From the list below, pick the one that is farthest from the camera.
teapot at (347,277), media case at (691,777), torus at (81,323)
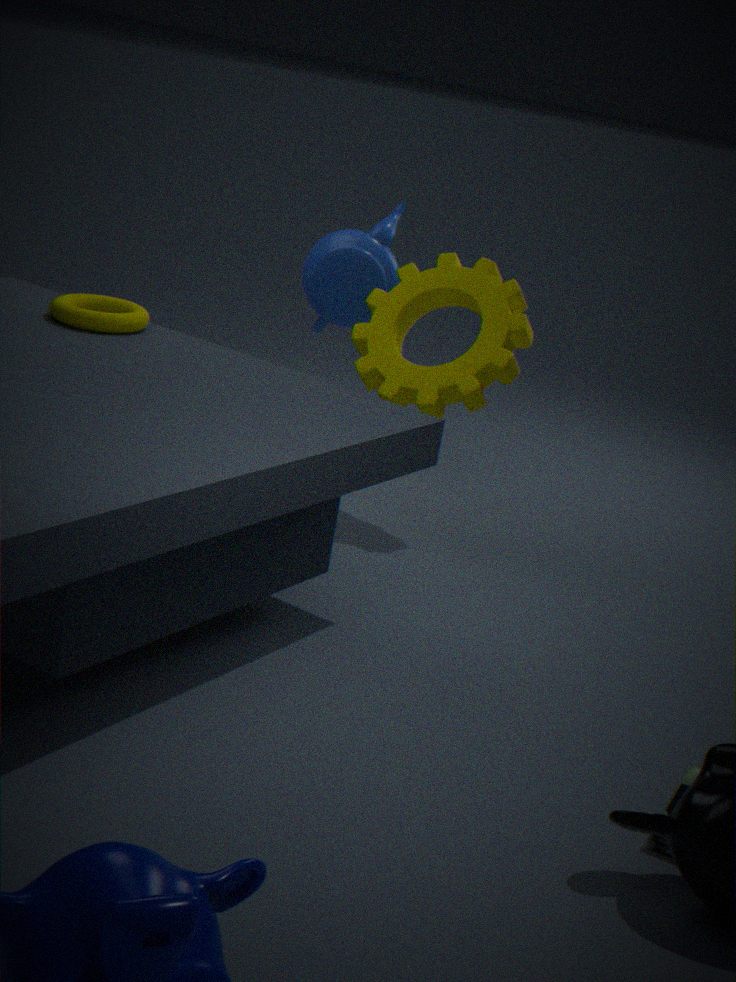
teapot at (347,277)
